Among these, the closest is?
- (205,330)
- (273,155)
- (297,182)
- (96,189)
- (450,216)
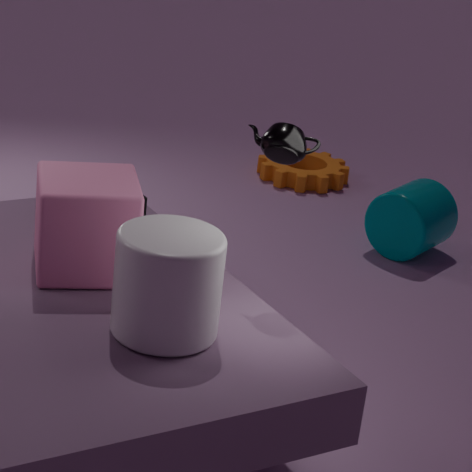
(205,330)
